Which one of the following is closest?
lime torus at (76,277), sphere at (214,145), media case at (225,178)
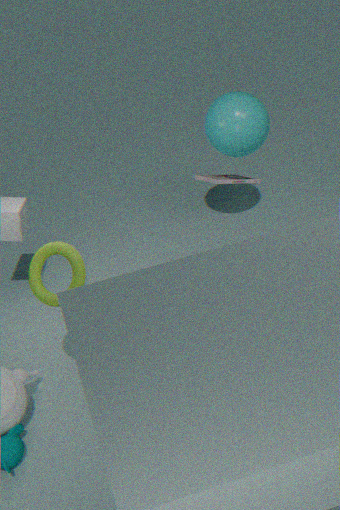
media case at (225,178)
